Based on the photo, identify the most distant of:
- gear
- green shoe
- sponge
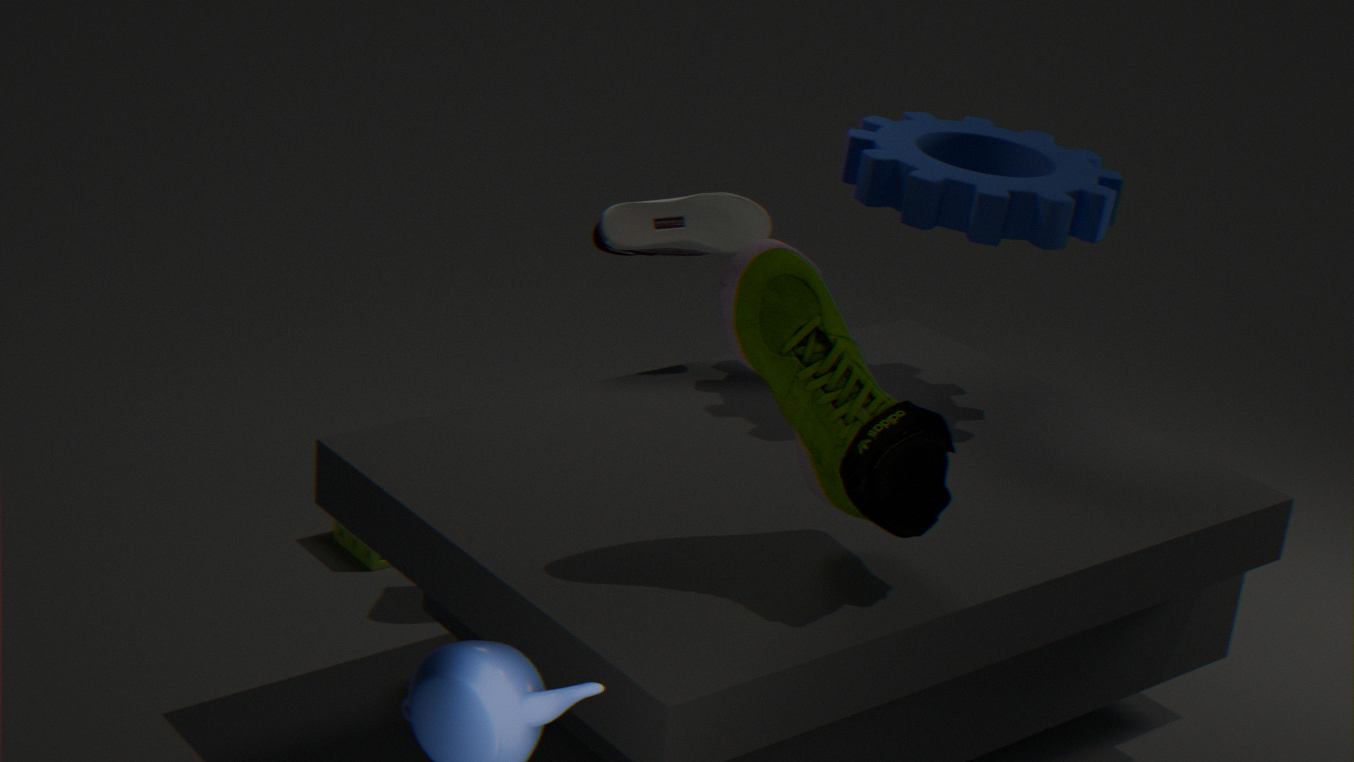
sponge
